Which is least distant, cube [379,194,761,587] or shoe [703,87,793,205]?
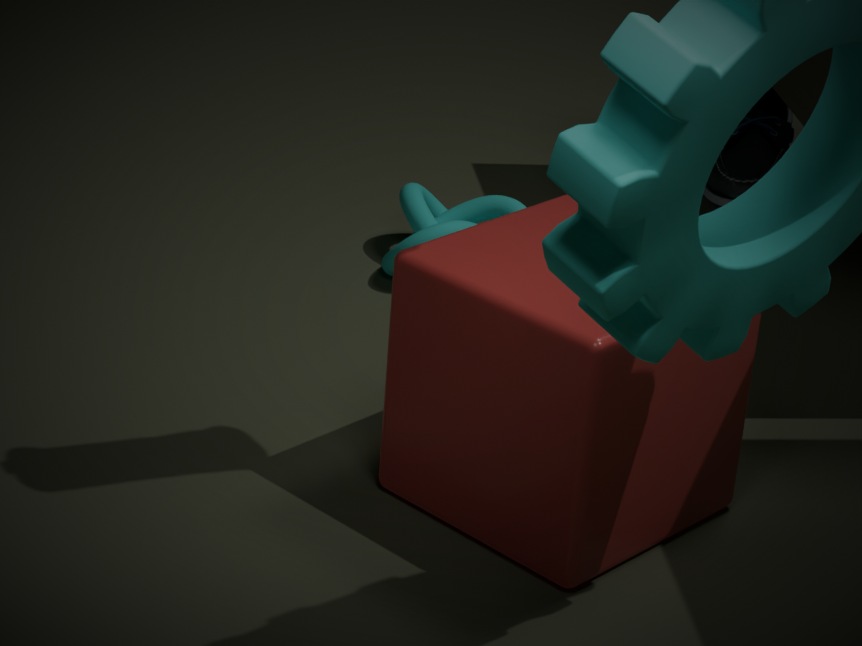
cube [379,194,761,587]
